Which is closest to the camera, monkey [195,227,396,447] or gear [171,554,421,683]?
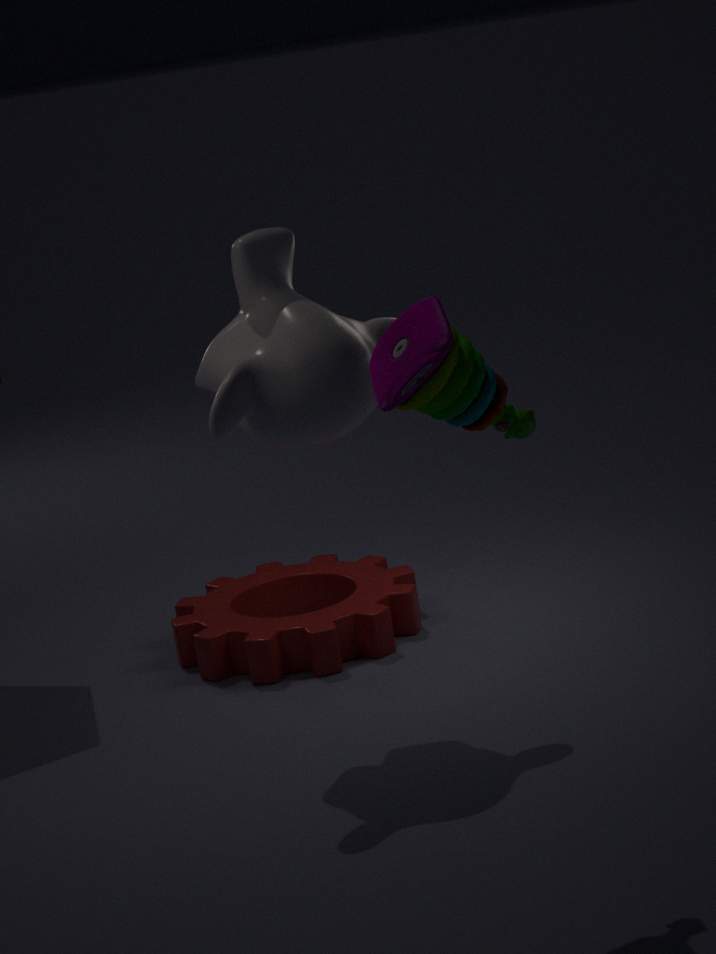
monkey [195,227,396,447]
